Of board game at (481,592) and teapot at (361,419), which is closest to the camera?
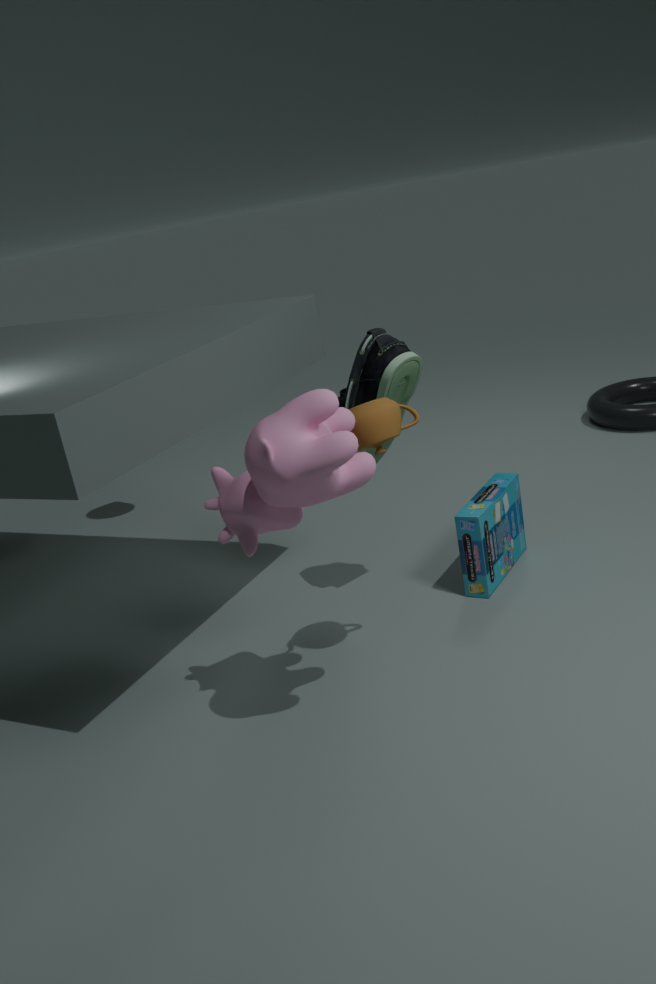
teapot at (361,419)
